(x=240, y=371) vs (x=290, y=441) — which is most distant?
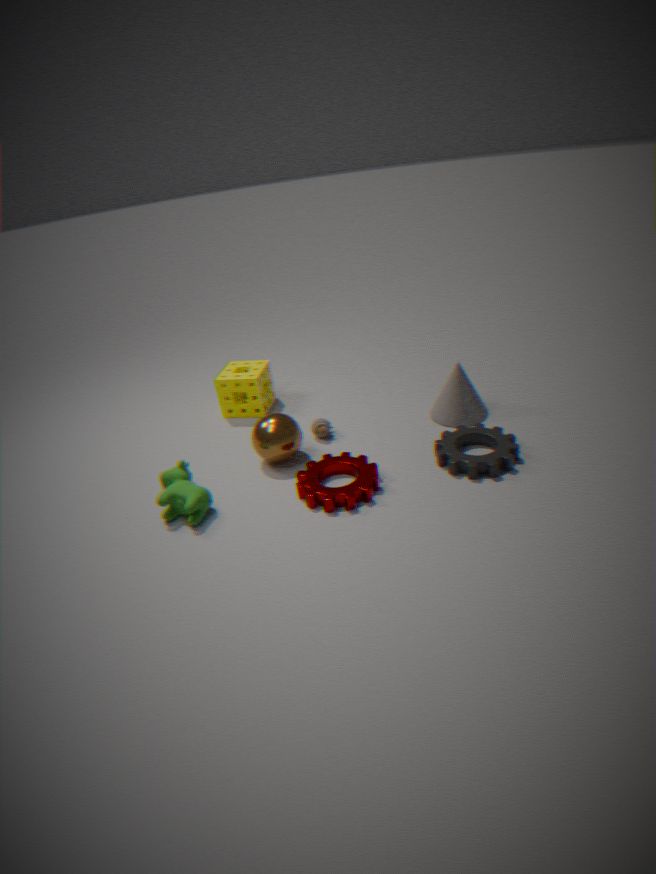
(x=240, y=371)
